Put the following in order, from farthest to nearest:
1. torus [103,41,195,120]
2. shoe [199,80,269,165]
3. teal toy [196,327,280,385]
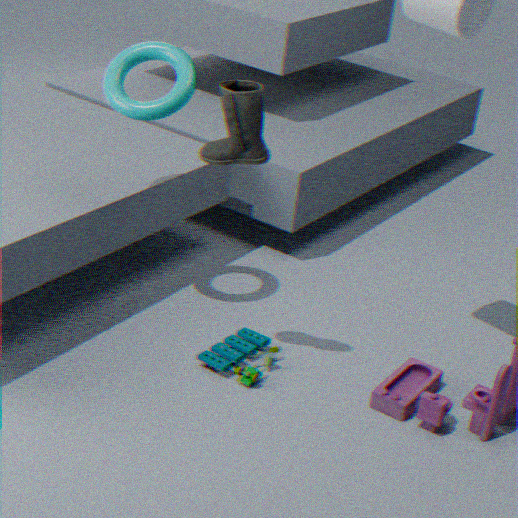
1. teal toy [196,327,280,385]
2. torus [103,41,195,120]
3. shoe [199,80,269,165]
